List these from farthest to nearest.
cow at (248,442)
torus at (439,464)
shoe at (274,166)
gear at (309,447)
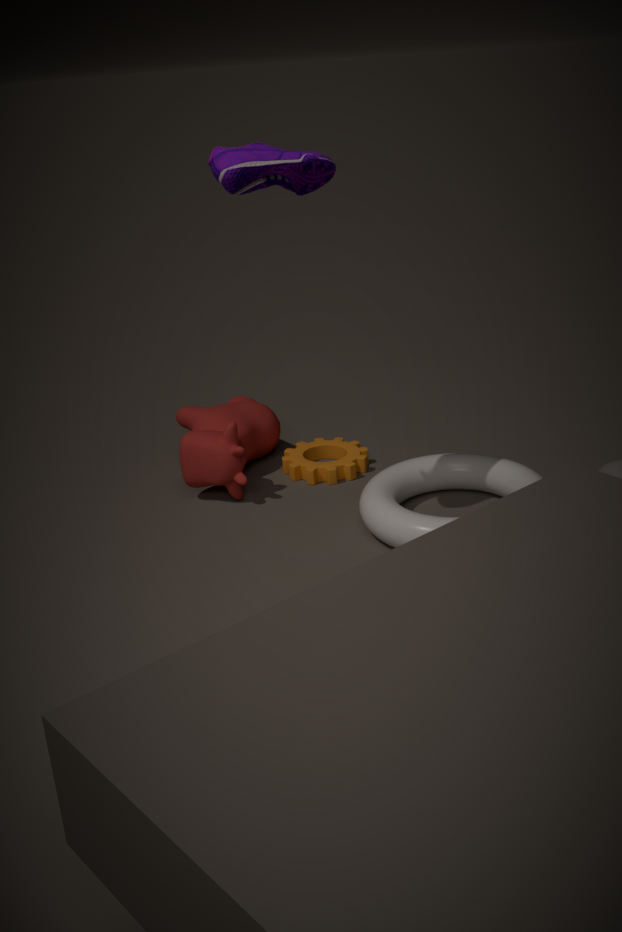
gear at (309,447) < cow at (248,442) < torus at (439,464) < shoe at (274,166)
